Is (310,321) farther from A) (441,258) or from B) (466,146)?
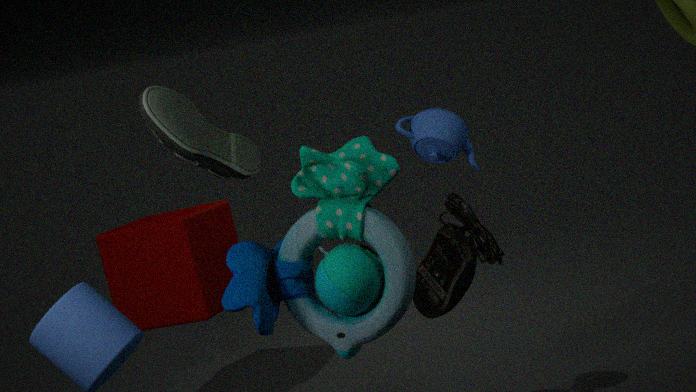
A) (441,258)
